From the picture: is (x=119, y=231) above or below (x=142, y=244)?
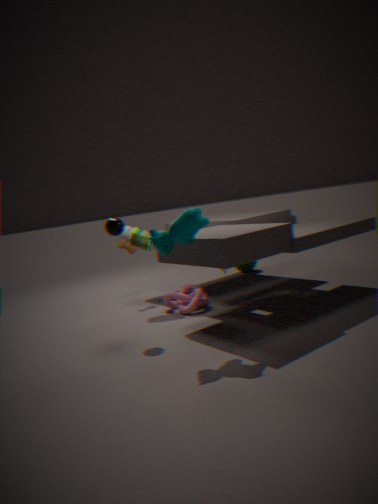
above
